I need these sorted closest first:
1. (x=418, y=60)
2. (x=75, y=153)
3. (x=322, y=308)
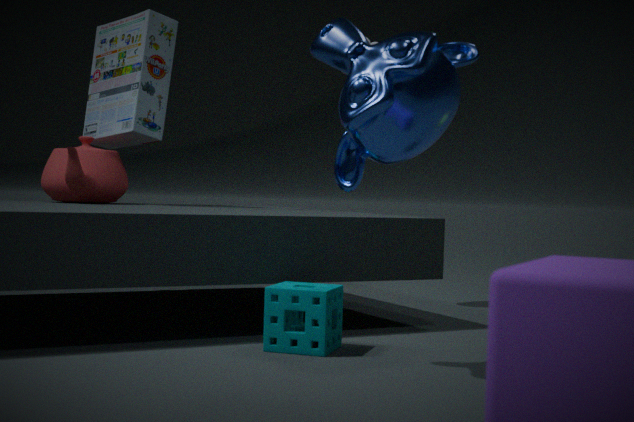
(x=418, y=60) → (x=322, y=308) → (x=75, y=153)
